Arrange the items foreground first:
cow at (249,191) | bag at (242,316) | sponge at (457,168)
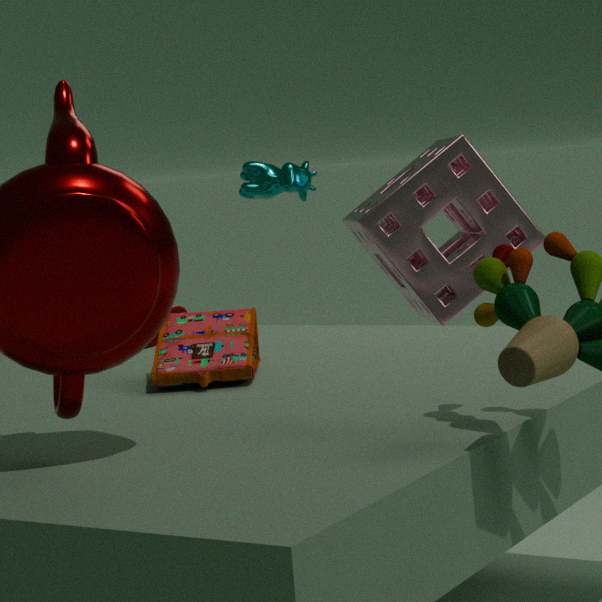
bag at (242,316), sponge at (457,168), cow at (249,191)
